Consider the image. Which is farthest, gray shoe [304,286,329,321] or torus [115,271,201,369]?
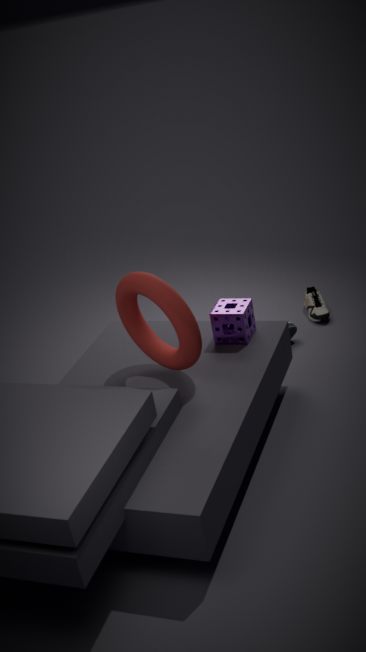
gray shoe [304,286,329,321]
